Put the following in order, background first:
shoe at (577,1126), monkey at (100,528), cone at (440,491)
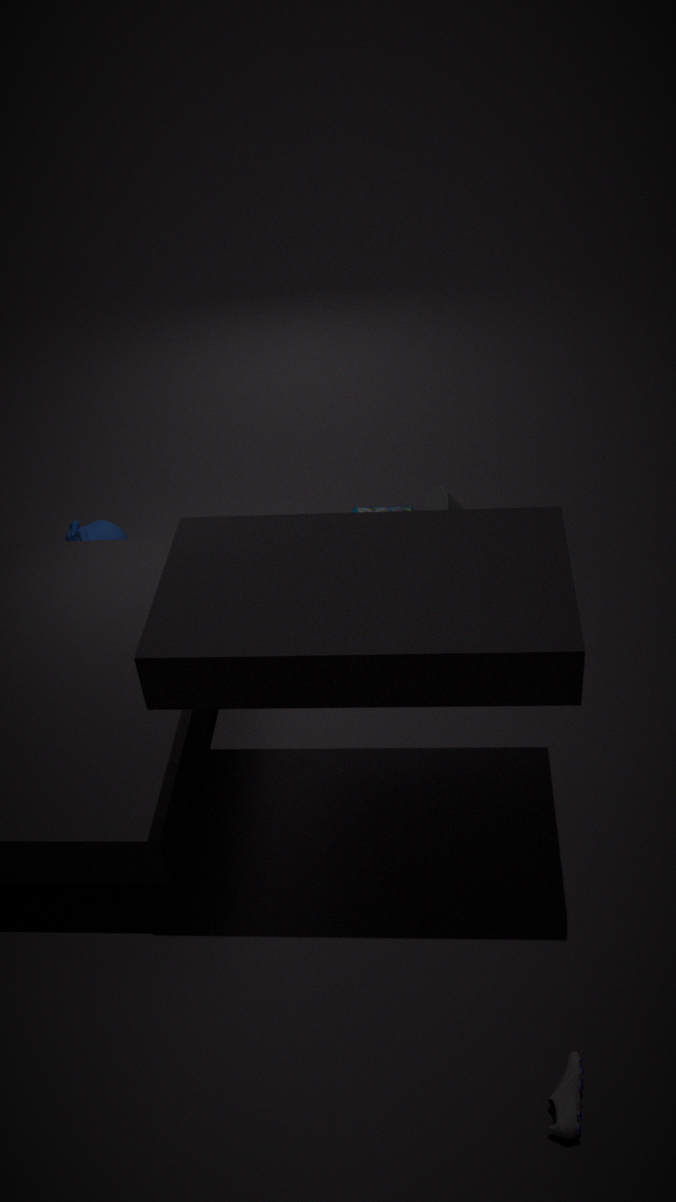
monkey at (100,528) < cone at (440,491) < shoe at (577,1126)
